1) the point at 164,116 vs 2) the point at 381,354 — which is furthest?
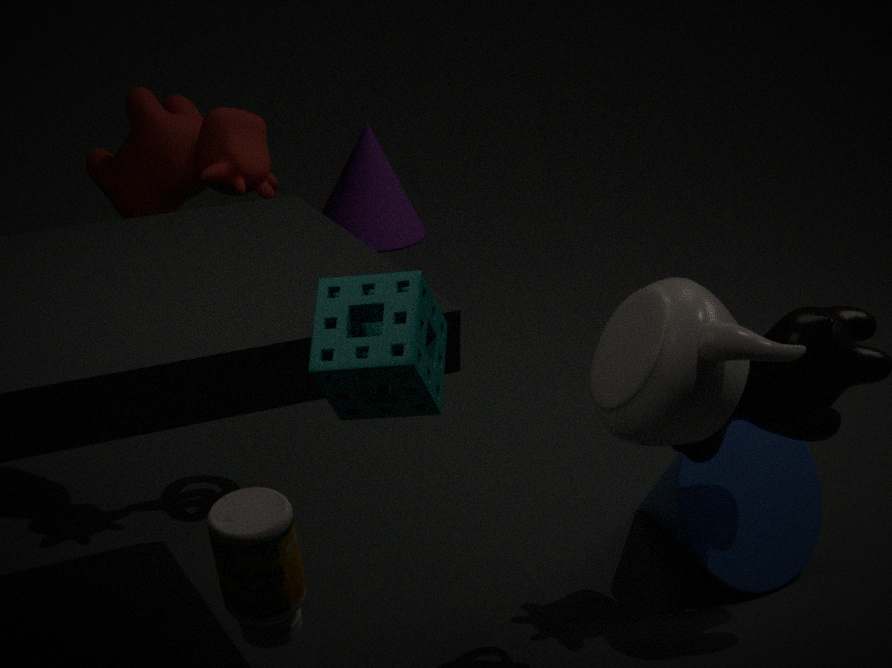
1. the point at 164,116
